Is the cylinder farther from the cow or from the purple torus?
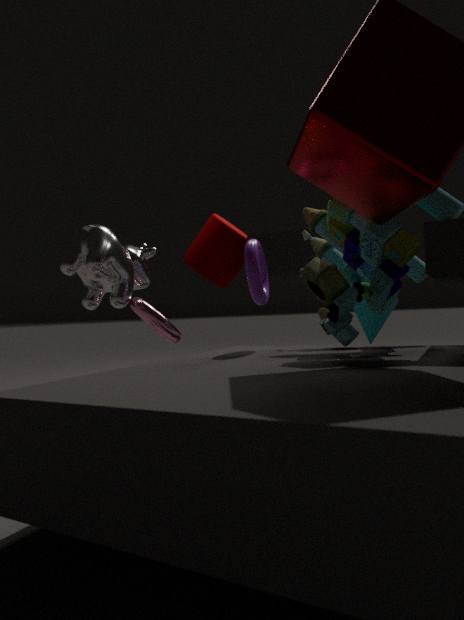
the purple torus
